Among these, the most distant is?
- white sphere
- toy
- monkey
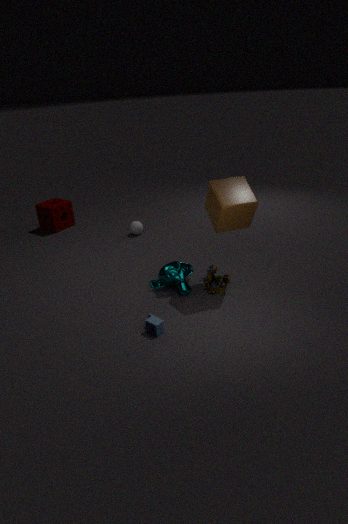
white sphere
